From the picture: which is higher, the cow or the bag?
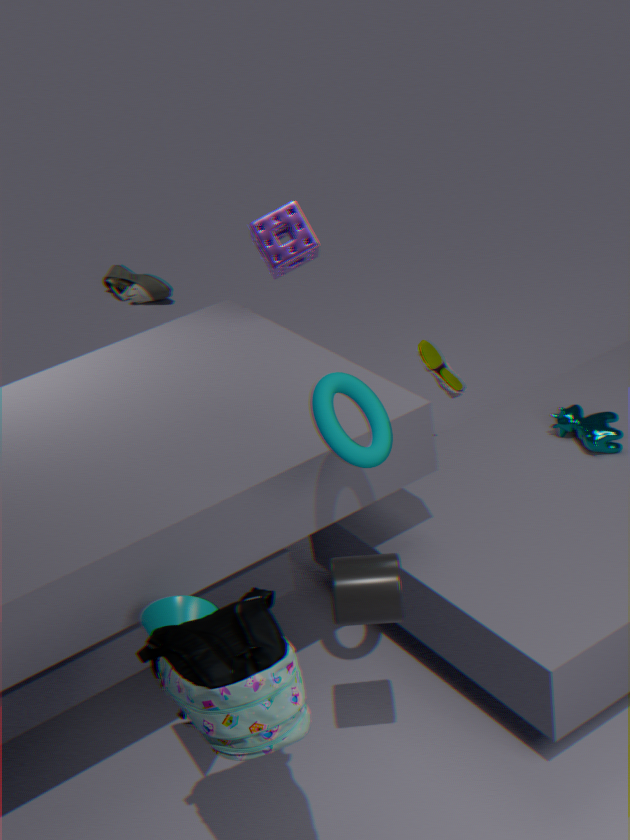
the bag
